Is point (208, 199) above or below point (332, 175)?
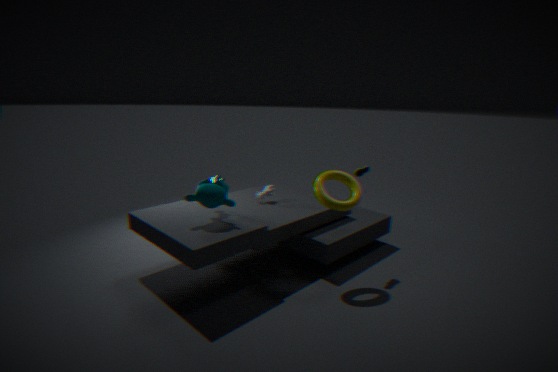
below
